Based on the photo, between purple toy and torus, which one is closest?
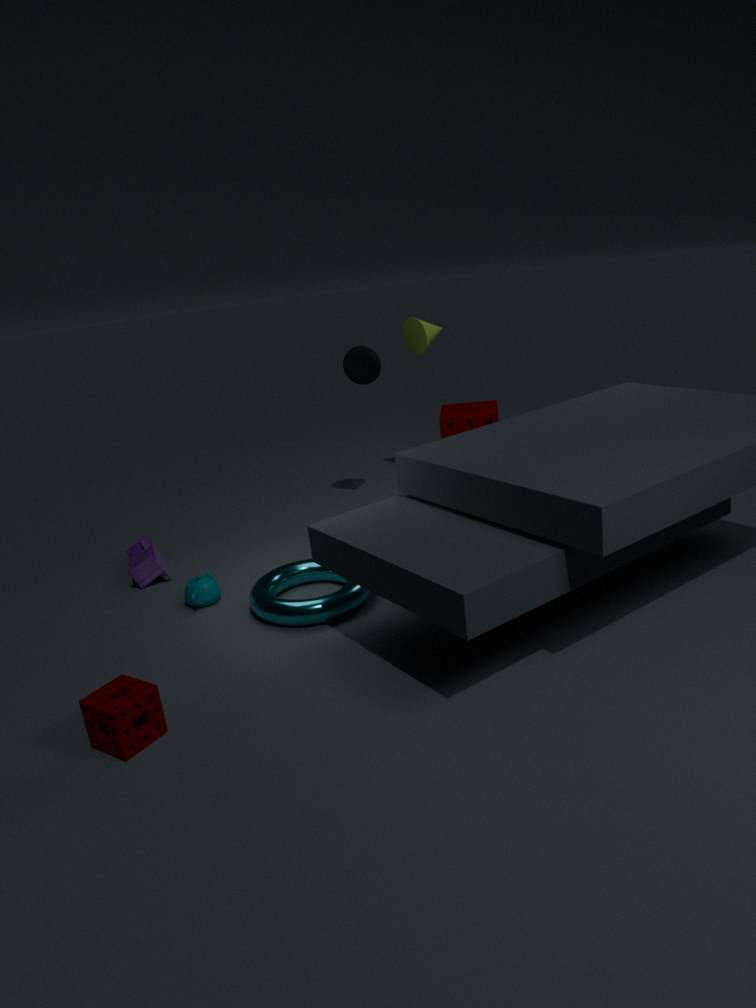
torus
